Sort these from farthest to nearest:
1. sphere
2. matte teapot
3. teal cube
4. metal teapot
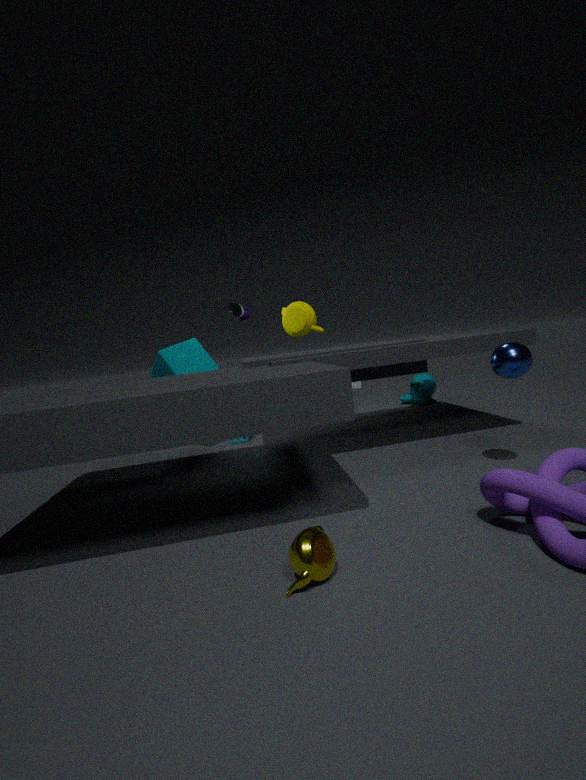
matte teapot < teal cube < sphere < metal teapot
